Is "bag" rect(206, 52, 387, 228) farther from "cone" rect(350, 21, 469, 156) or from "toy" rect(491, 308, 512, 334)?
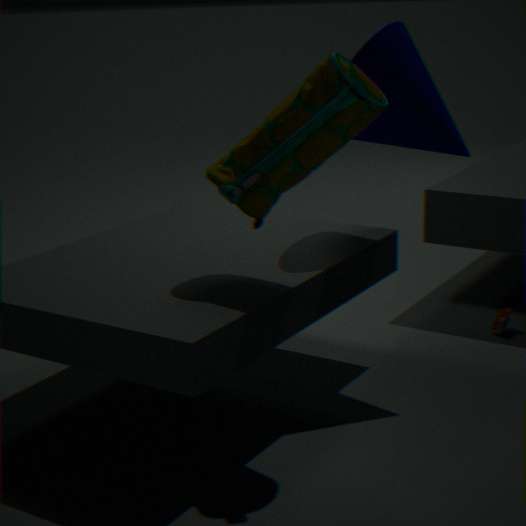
"toy" rect(491, 308, 512, 334)
